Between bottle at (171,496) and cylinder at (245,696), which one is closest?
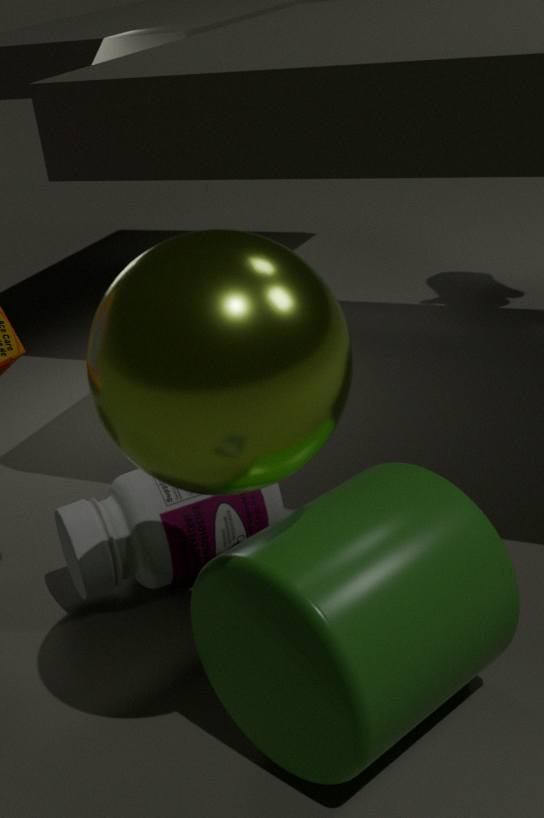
cylinder at (245,696)
